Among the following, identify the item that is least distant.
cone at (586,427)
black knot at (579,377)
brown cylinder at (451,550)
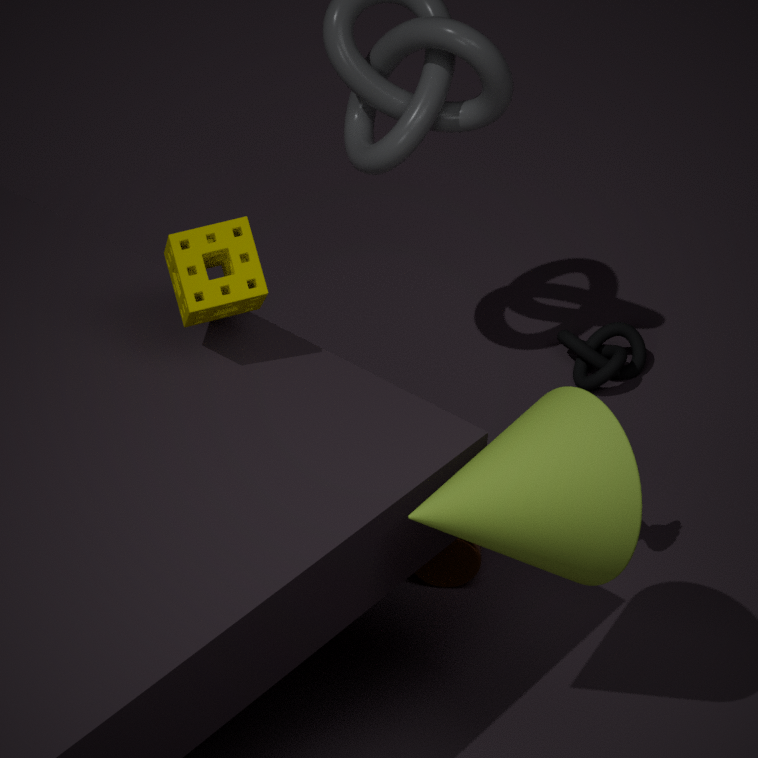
cone at (586,427)
